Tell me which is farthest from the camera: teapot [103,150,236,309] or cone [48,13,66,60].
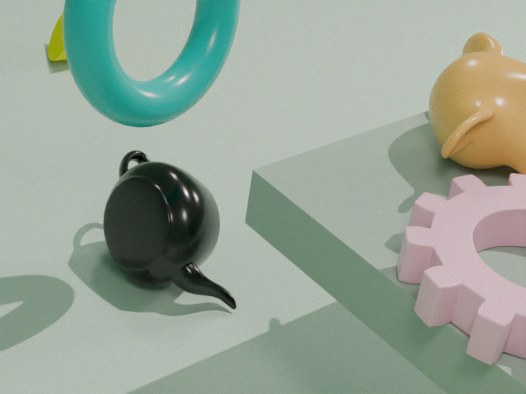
cone [48,13,66,60]
